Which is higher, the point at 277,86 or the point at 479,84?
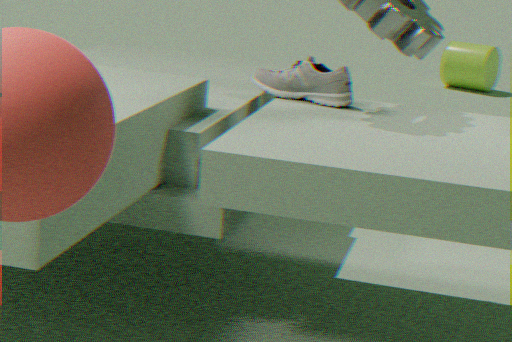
the point at 277,86
